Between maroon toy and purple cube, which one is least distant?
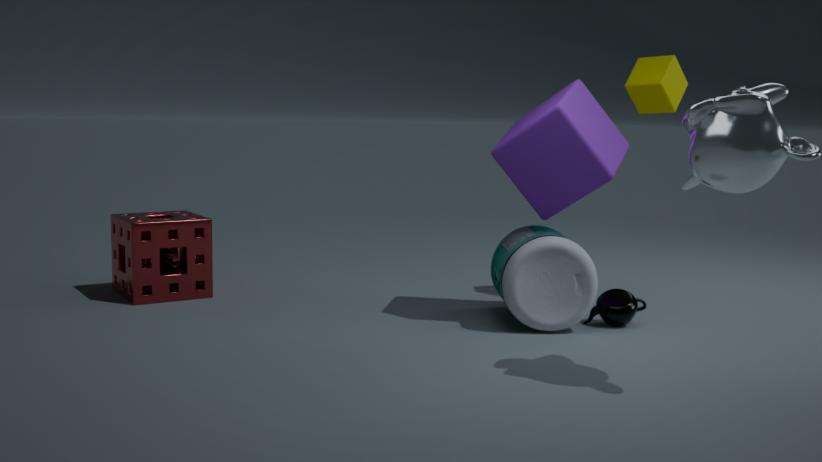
purple cube
